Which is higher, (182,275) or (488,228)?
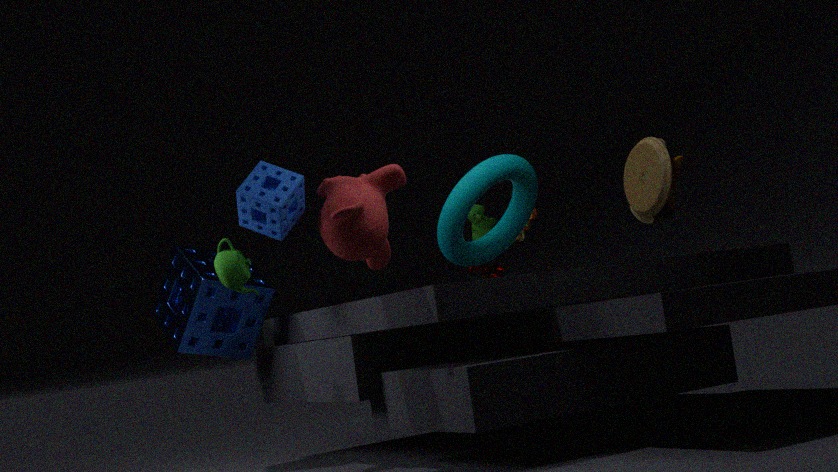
(488,228)
